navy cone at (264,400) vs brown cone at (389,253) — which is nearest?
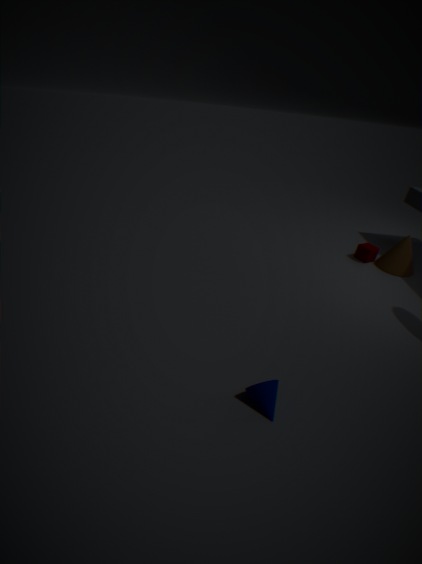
navy cone at (264,400)
